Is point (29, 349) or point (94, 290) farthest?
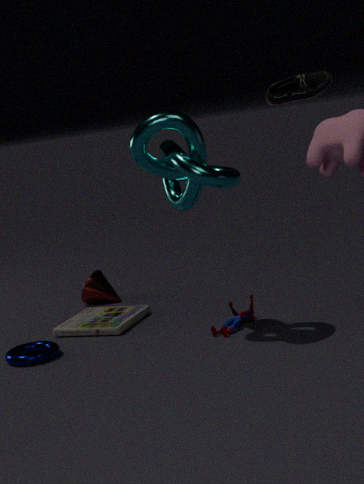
point (94, 290)
